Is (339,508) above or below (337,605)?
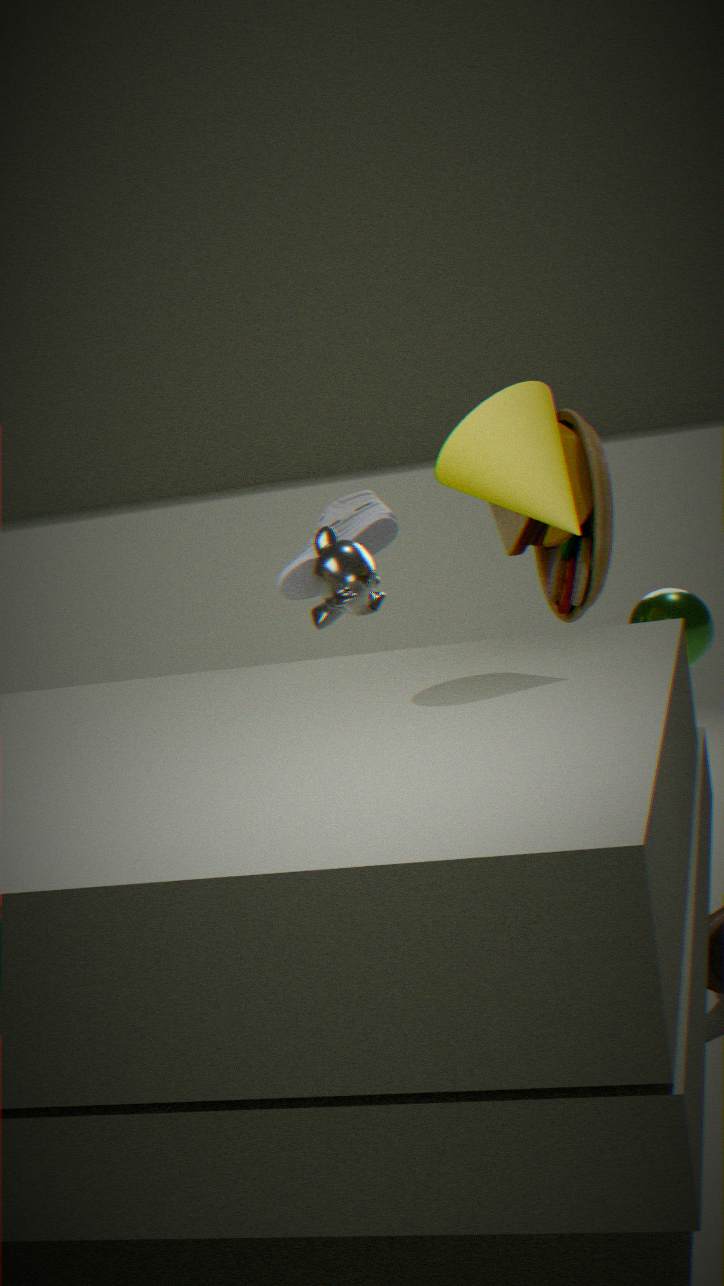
above
